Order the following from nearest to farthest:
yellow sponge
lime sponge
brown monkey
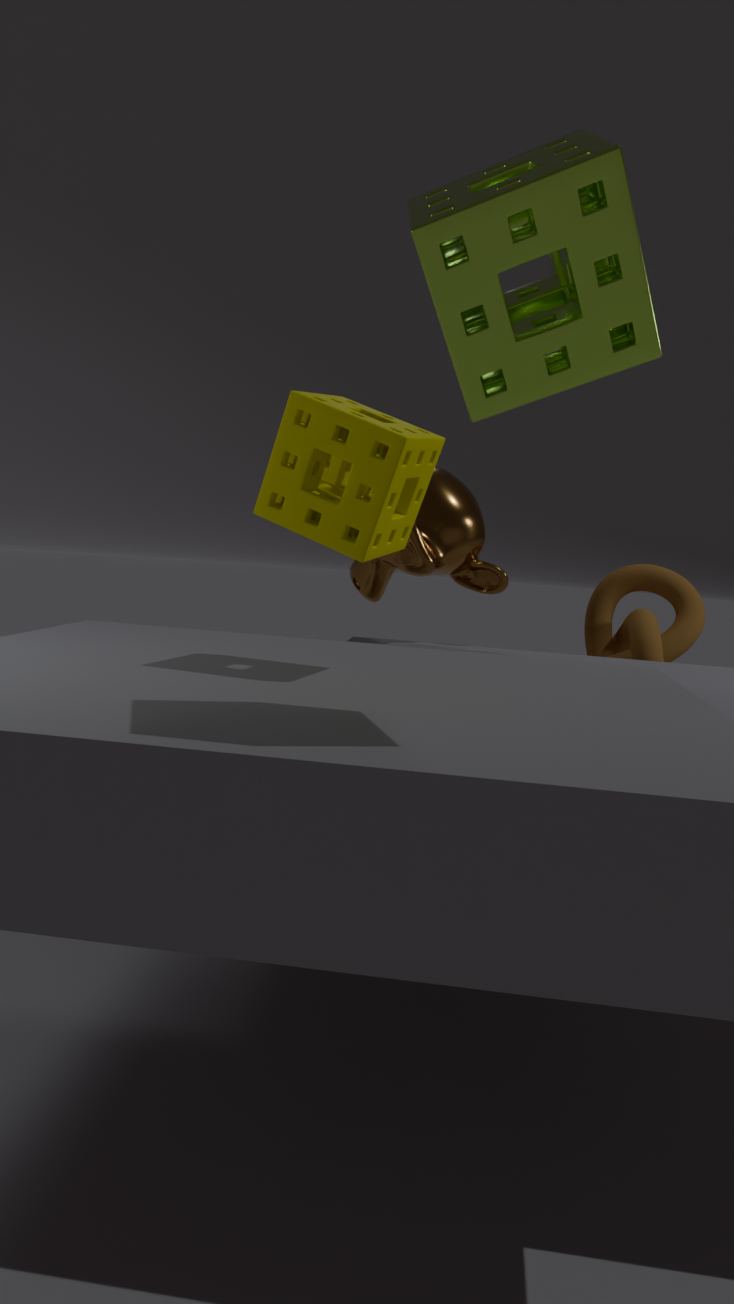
lime sponge
yellow sponge
brown monkey
